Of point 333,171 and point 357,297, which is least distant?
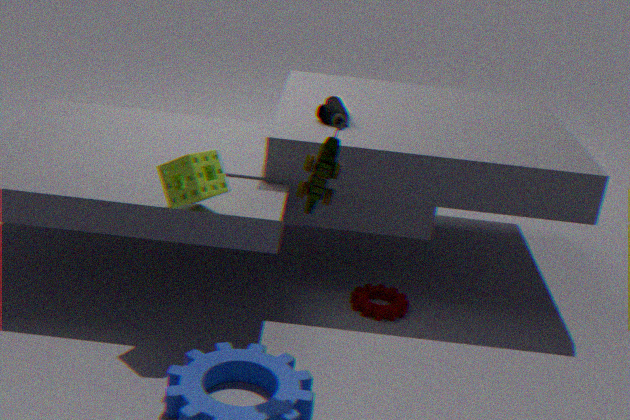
point 333,171
